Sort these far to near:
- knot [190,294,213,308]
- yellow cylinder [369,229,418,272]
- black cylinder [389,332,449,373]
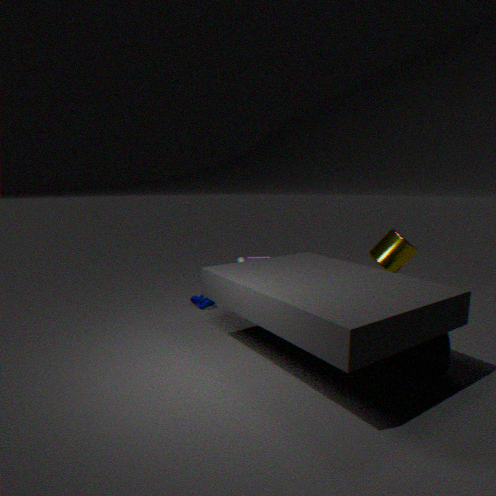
knot [190,294,213,308] → yellow cylinder [369,229,418,272] → black cylinder [389,332,449,373]
